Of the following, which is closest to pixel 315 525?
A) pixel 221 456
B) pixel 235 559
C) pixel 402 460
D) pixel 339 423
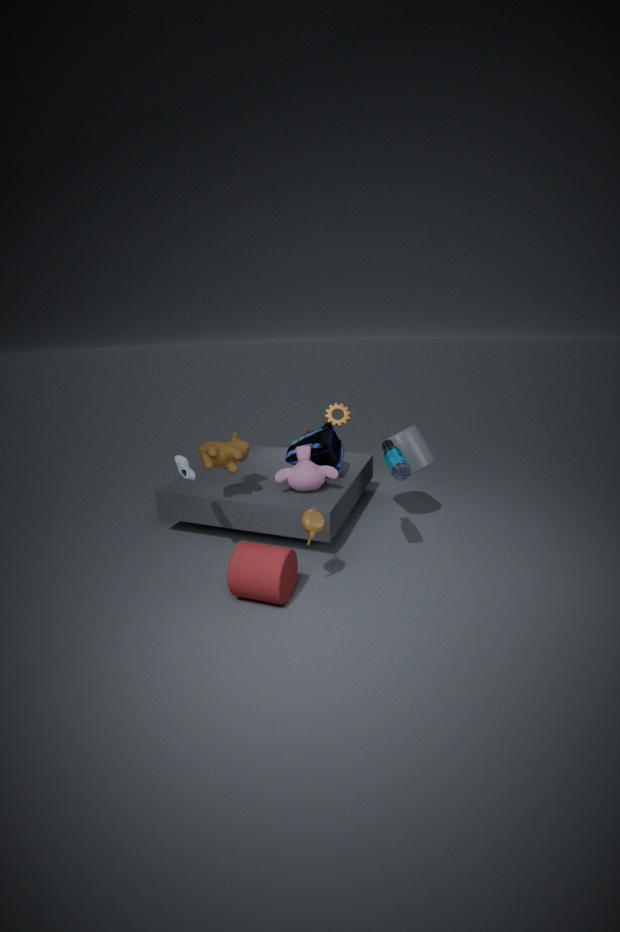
pixel 235 559
